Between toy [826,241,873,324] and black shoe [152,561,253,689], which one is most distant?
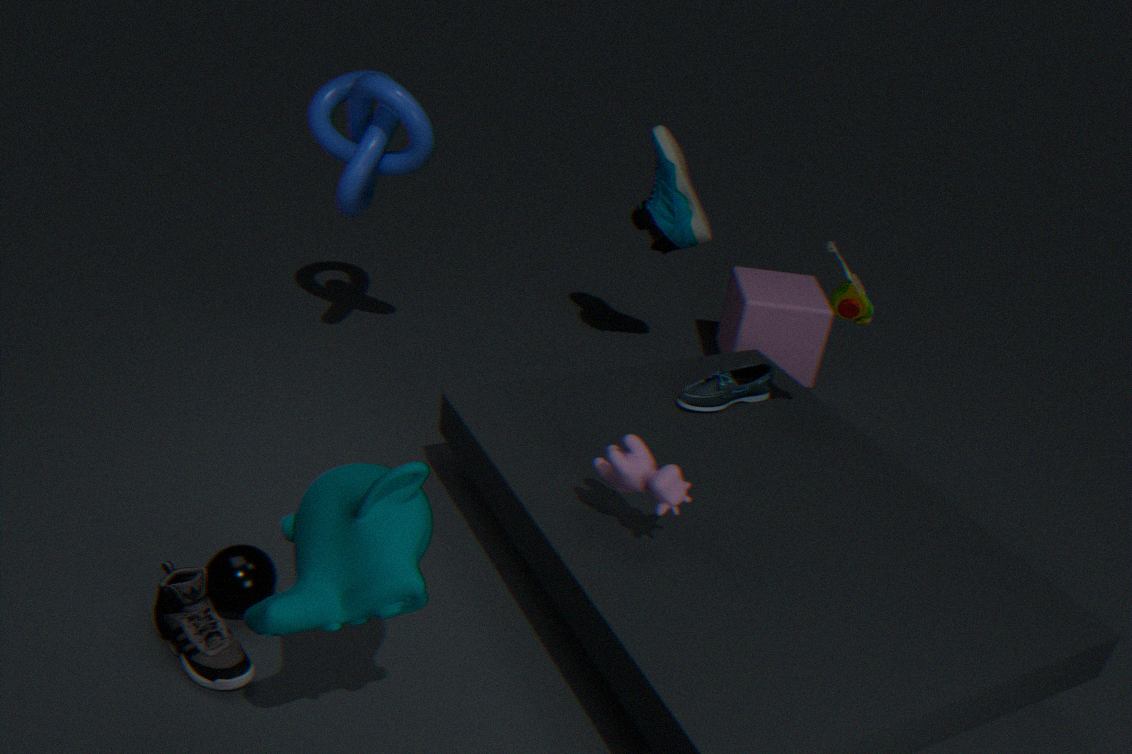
toy [826,241,873,324]
